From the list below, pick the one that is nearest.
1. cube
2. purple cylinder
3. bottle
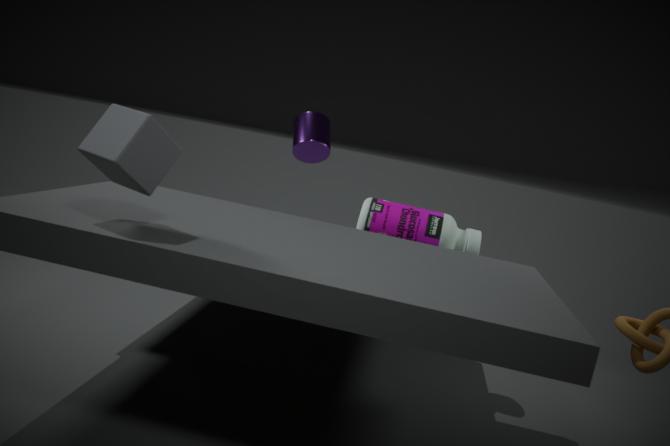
cube
